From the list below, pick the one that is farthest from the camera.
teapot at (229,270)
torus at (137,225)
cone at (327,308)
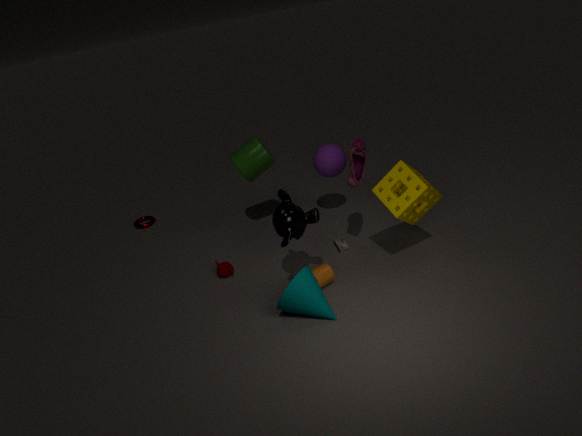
torus at (137,225)
